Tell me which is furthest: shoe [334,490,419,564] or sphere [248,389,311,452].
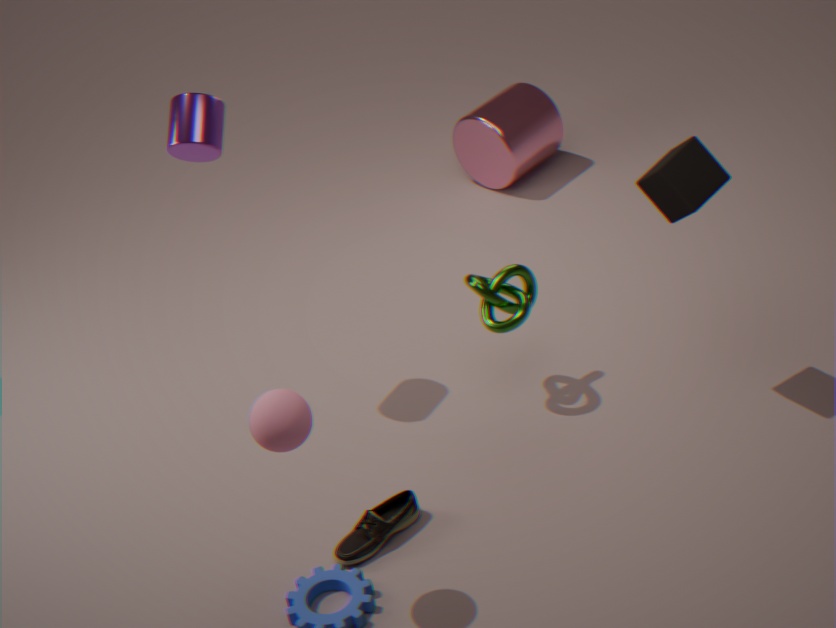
shoe [334,490,419,564]
